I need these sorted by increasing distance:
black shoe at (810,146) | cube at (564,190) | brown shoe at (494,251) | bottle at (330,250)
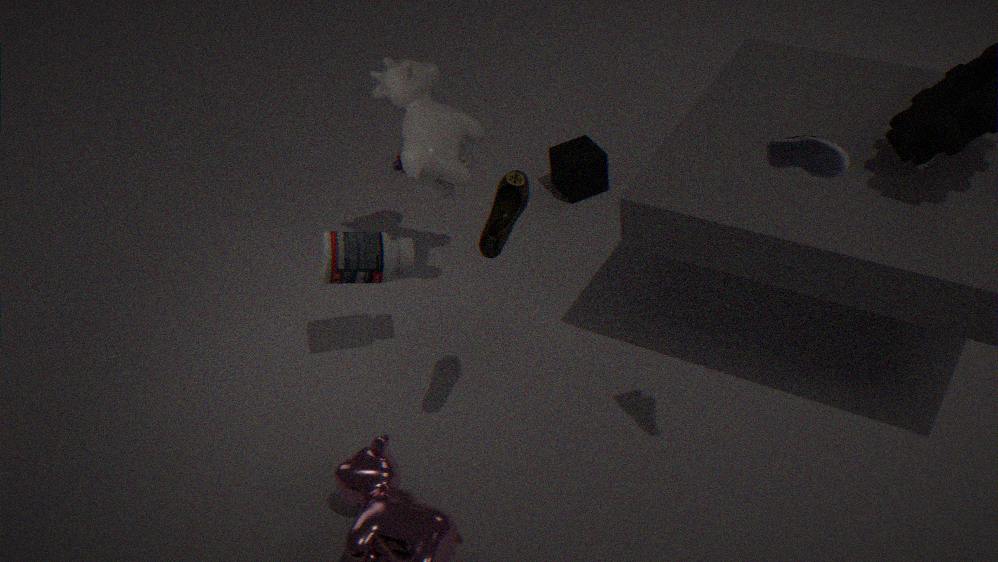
black shoe at (810,146) → brown shoe at (494,251) → bottle at (330,250) → cube at (564,190)
